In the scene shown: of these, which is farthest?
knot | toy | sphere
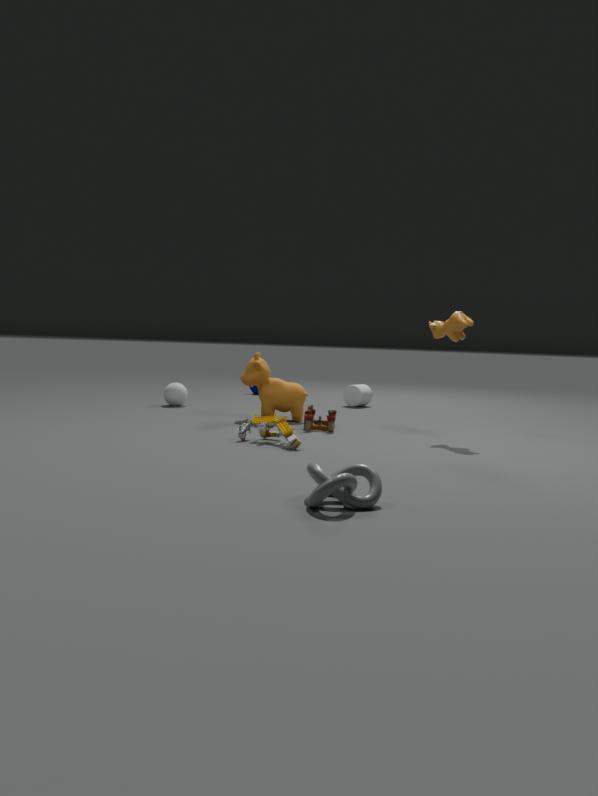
sphere
